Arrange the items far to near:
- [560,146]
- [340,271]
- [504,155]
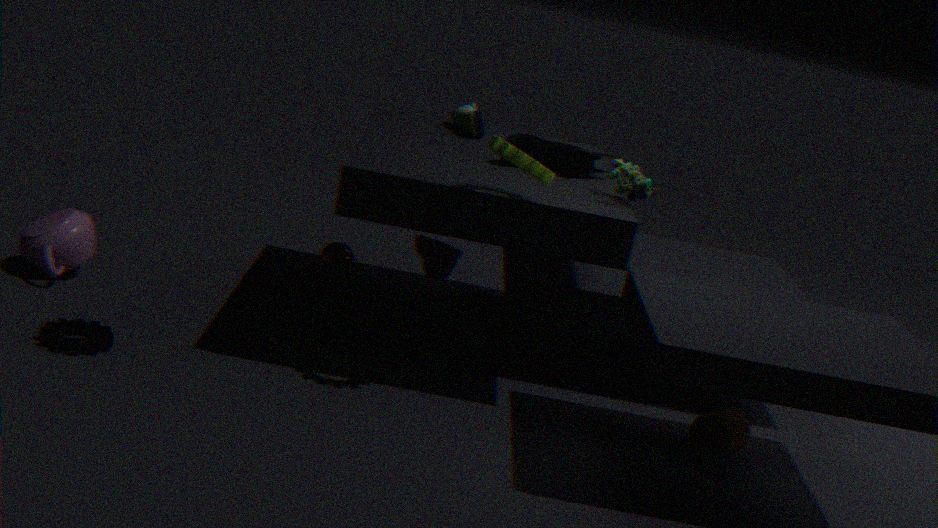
[340,271] < [560,146] < [504,155]
